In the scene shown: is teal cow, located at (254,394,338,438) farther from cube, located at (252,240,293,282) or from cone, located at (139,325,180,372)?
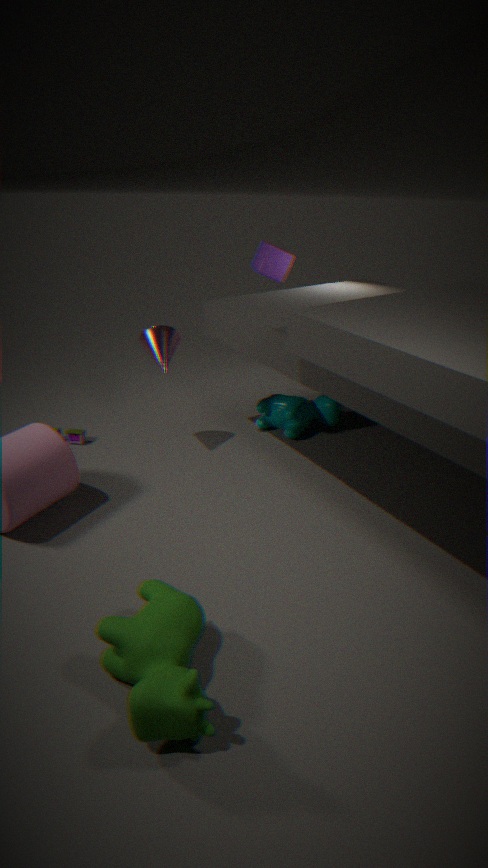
cube, located at (252,240,293,282)
